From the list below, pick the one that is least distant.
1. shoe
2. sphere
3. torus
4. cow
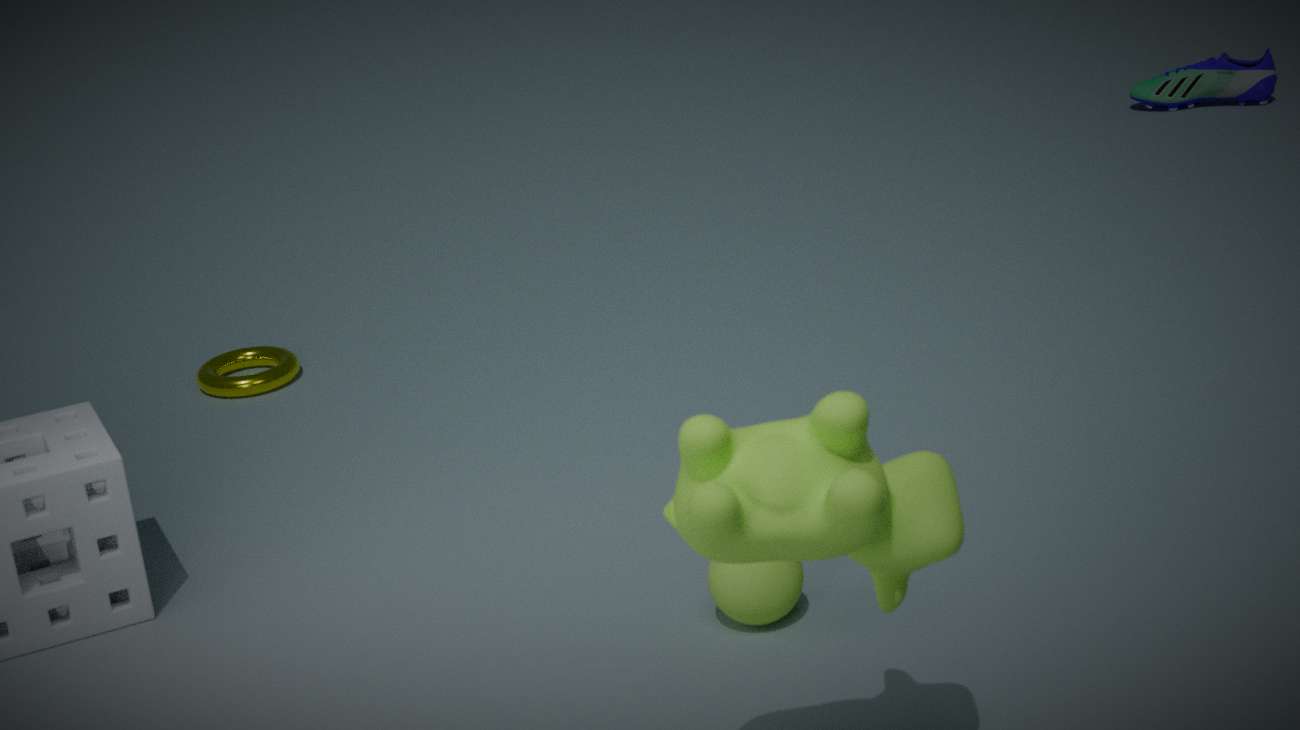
cow
